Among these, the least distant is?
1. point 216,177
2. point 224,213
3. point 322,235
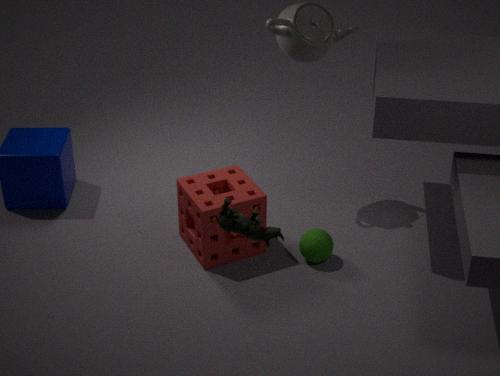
point 224,213
